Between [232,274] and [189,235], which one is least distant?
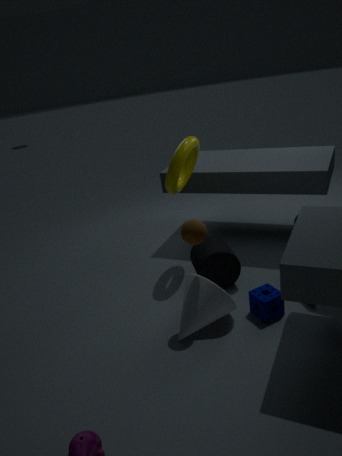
[189,235]
